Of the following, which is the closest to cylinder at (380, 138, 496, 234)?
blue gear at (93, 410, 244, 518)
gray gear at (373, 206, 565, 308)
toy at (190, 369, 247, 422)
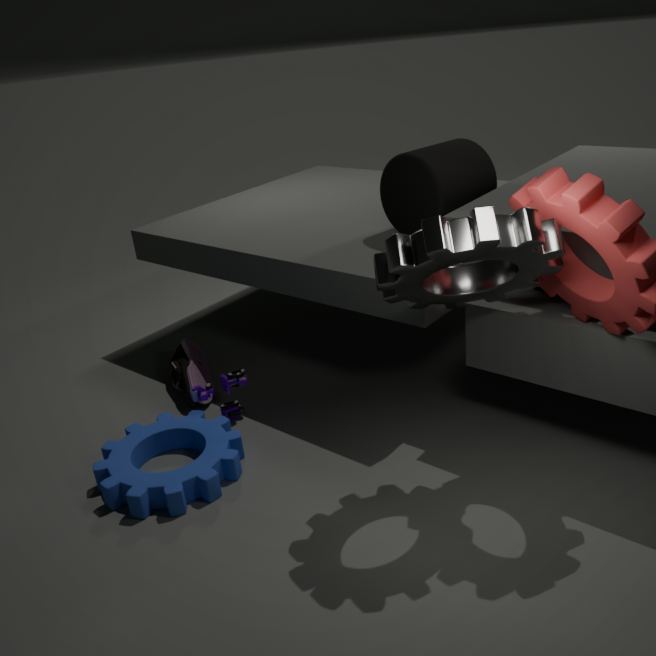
gray gear at (373, 206, 565, 308)
